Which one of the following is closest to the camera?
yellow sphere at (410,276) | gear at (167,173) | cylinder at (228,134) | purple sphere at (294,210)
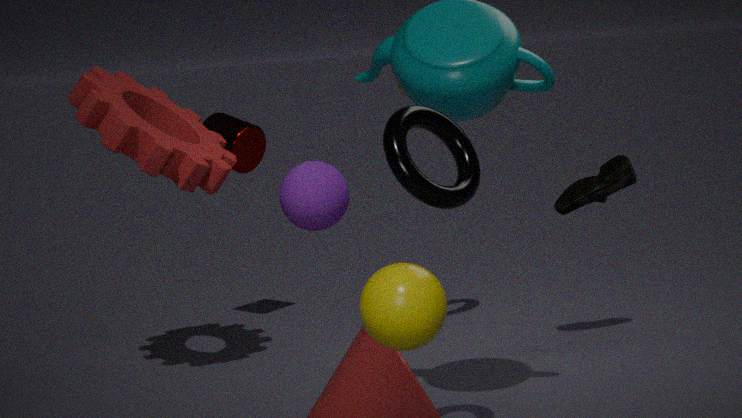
yellow sphere at (410,276)
